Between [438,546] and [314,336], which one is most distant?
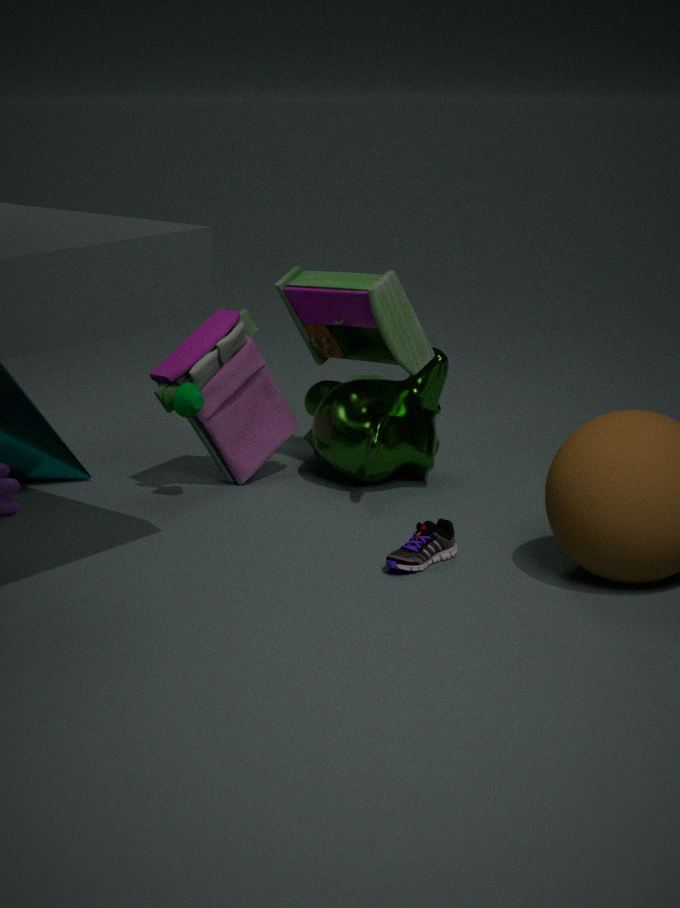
[314,336]
